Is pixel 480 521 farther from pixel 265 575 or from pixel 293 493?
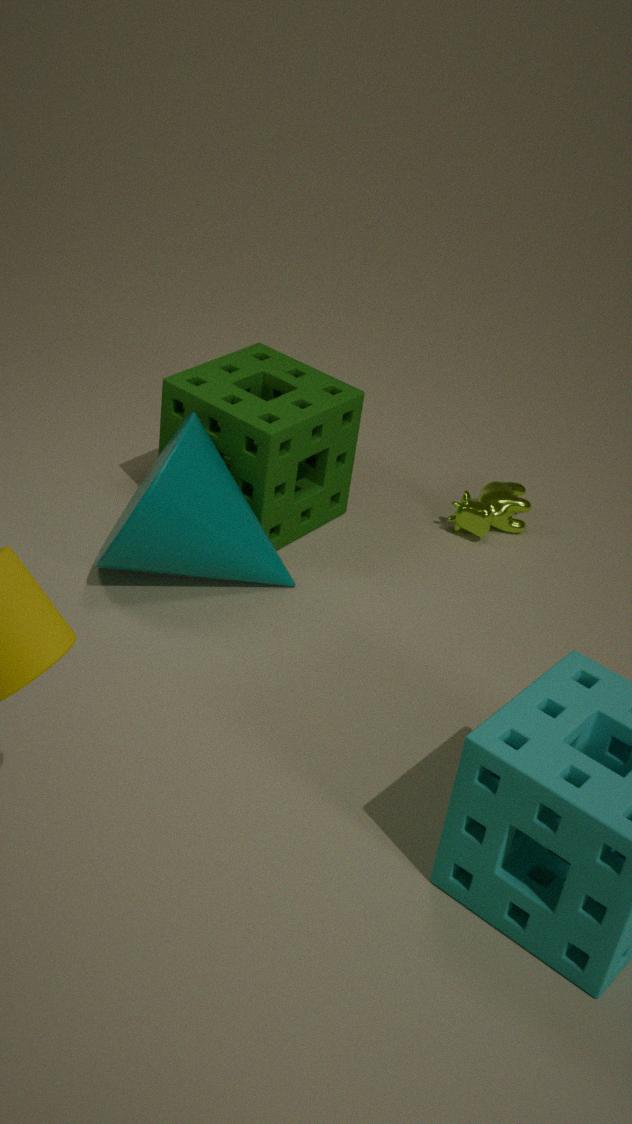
pixel 265 575
